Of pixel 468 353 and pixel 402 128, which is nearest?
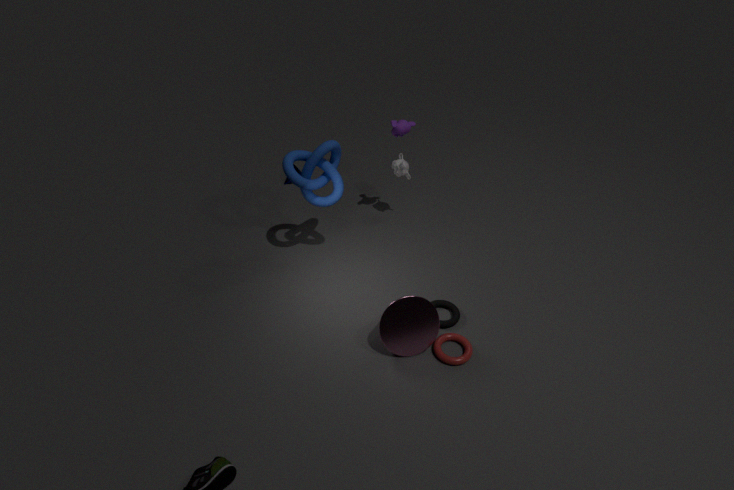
pixel 468 353
